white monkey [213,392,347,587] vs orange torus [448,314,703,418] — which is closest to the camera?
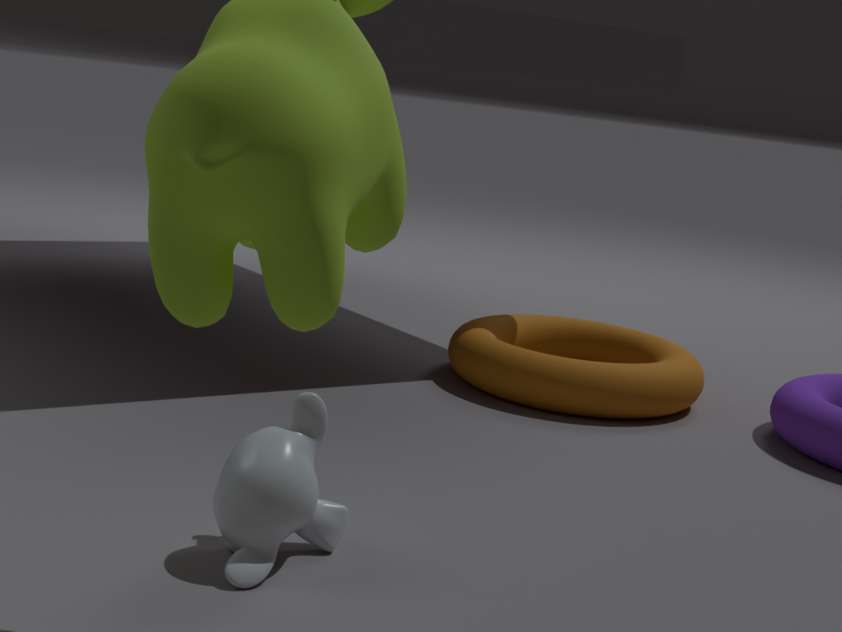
white monkey [213,392,347,587]
